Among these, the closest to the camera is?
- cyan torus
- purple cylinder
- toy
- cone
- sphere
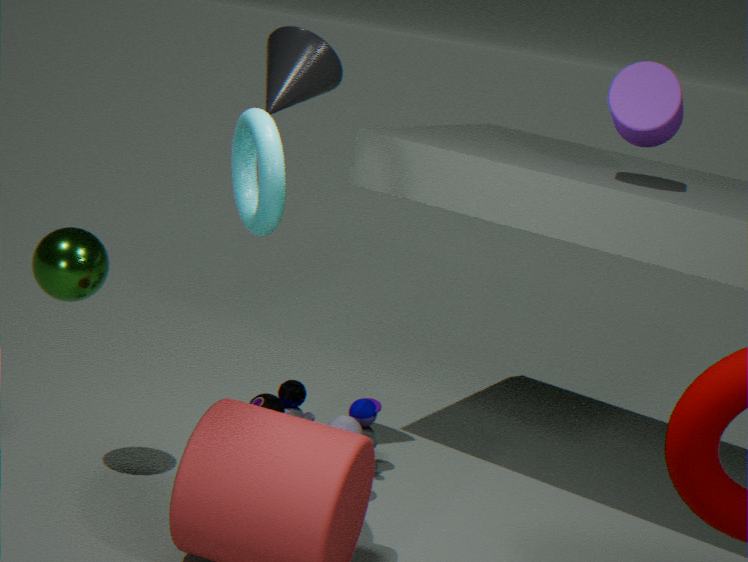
cyan torus
